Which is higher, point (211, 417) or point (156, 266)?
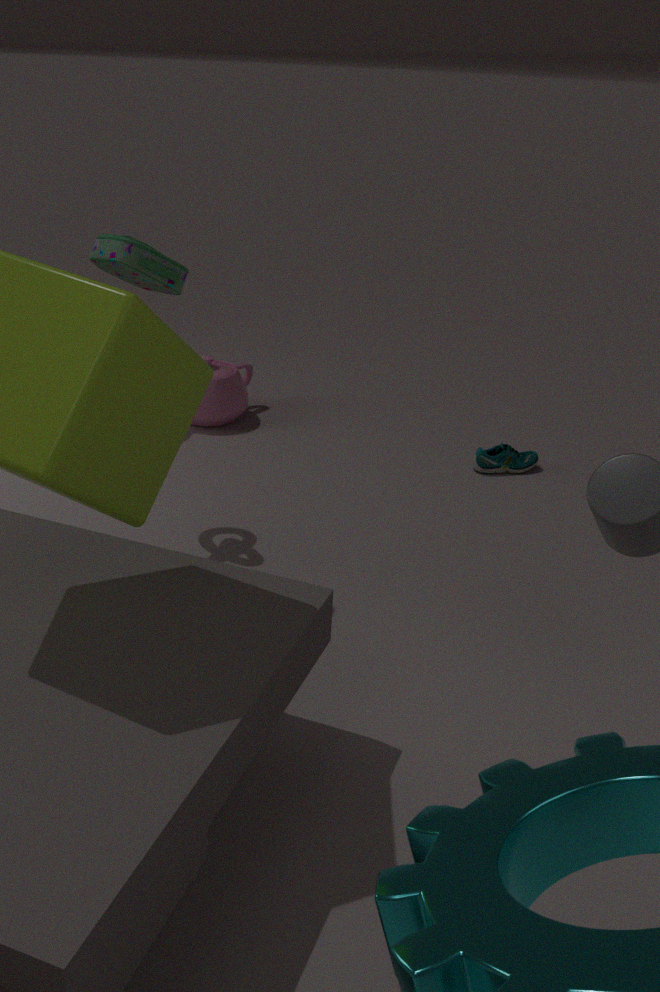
point (156, 266)
